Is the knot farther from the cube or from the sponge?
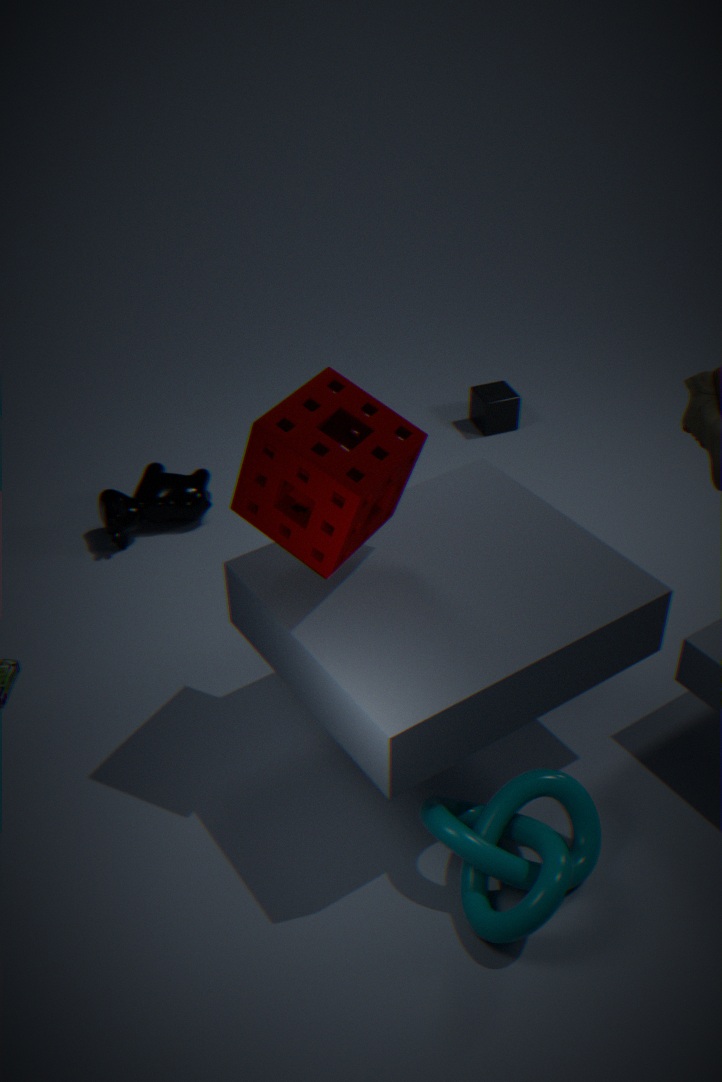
the cube
